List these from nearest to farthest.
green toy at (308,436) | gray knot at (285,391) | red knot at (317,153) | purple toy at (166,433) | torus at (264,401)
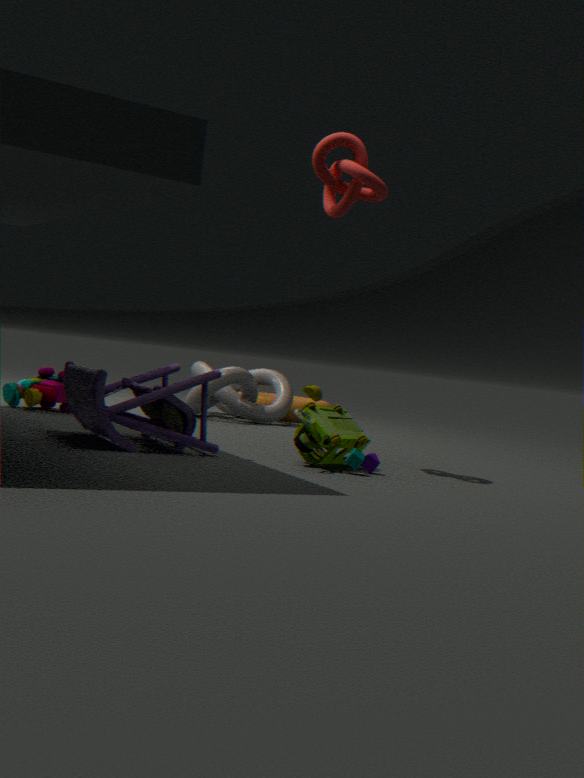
purple toy at (166,433) < green toy at (308,436) < red knot at (317,153) < gray knot at (285,391) < torus at (264,401)
